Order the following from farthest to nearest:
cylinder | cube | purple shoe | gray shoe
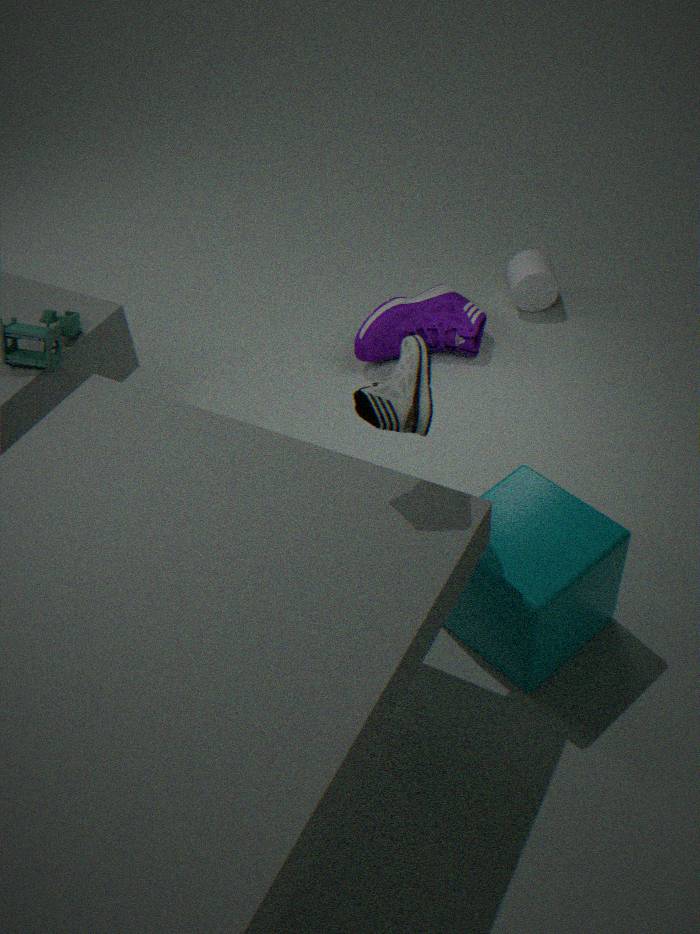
cylinder
purple shoe
cube
gray shoe
